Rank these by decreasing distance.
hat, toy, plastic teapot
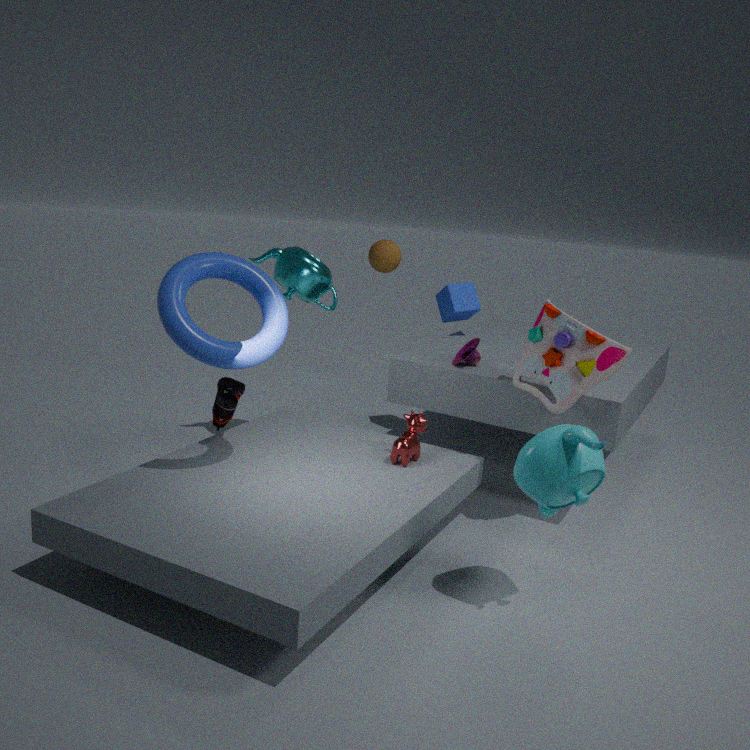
hat < toy < plastic teapot
